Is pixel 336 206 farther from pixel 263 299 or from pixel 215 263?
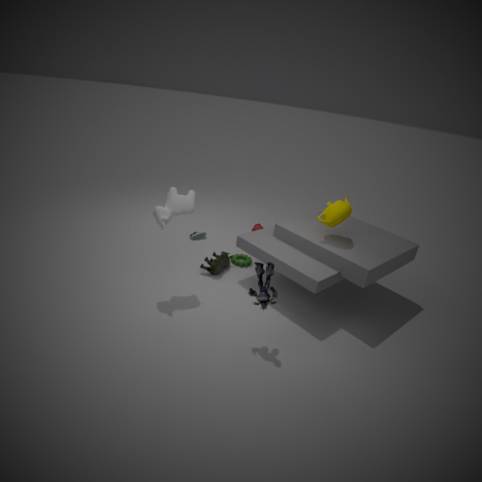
pixel 215 263
